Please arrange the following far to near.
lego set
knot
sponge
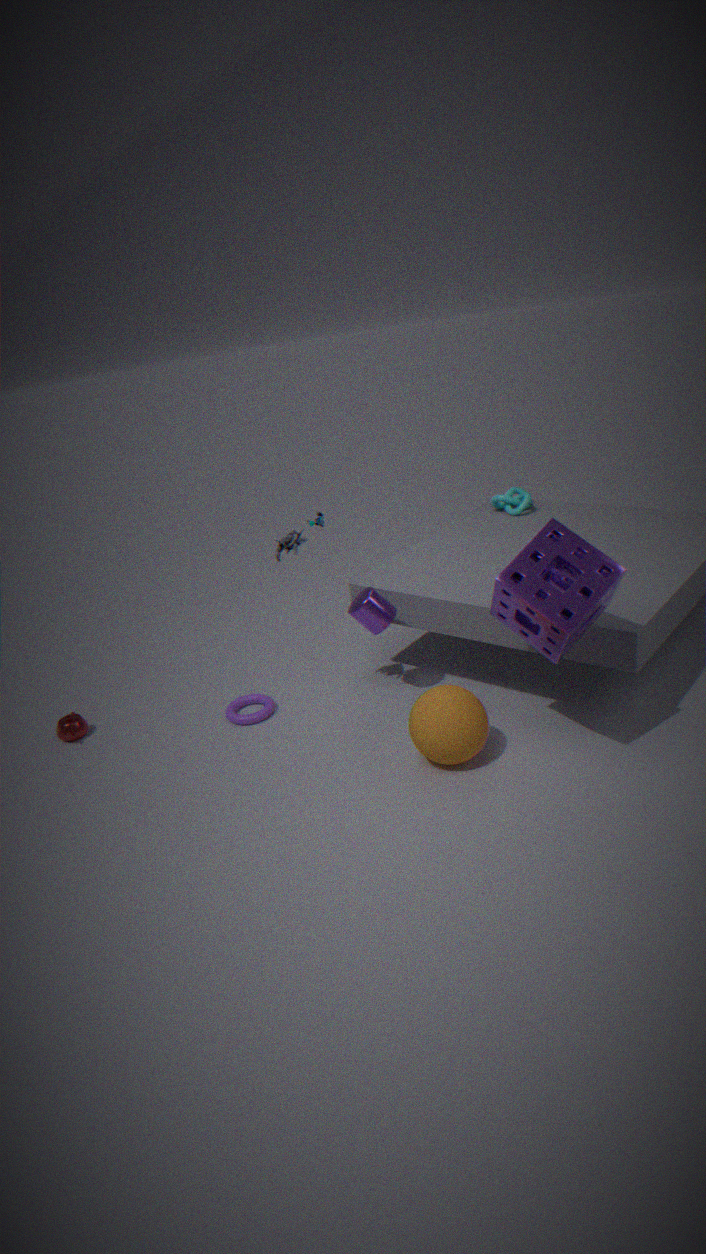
knot
lego set
sponge
